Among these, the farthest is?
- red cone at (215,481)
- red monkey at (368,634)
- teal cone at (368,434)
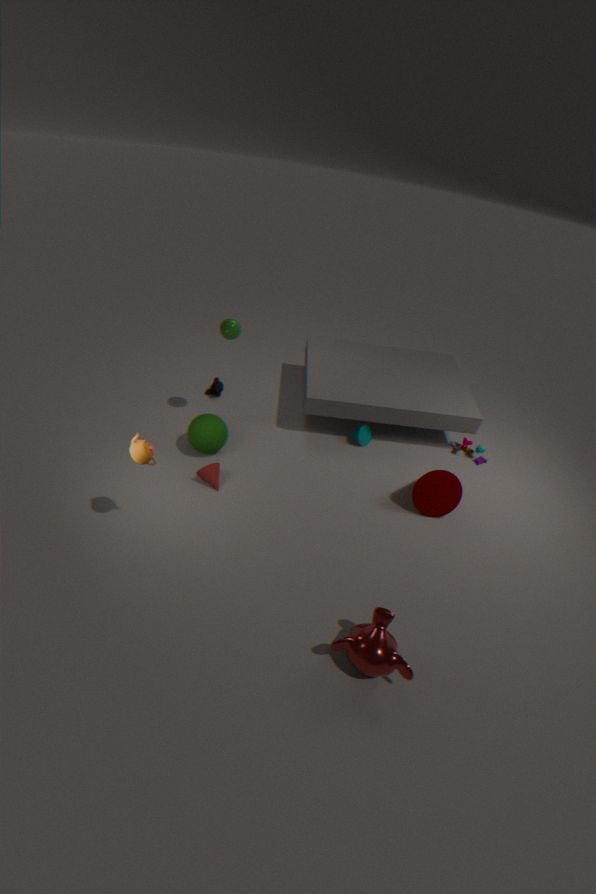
teal cone at (368,434)
